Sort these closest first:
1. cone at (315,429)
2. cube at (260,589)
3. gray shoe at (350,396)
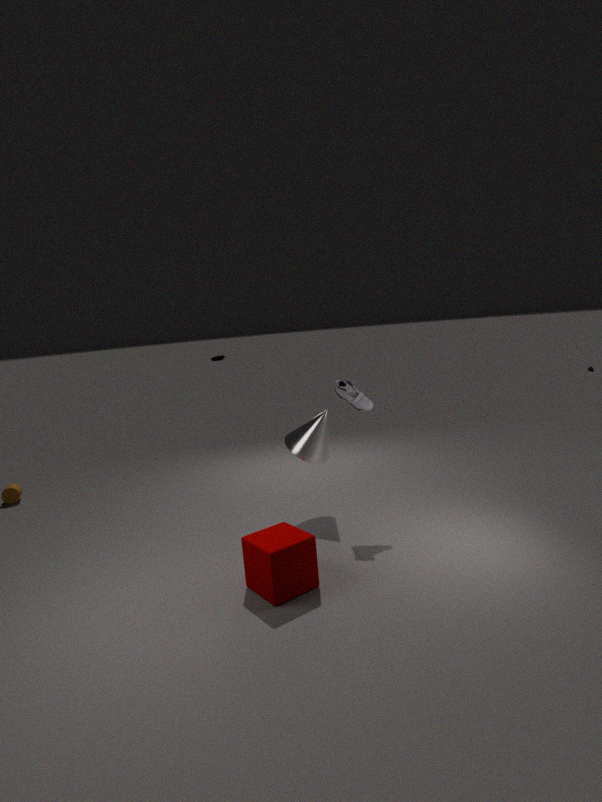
cube at (260,589) < gray shoe at (350,396) < cone at (315,429)
